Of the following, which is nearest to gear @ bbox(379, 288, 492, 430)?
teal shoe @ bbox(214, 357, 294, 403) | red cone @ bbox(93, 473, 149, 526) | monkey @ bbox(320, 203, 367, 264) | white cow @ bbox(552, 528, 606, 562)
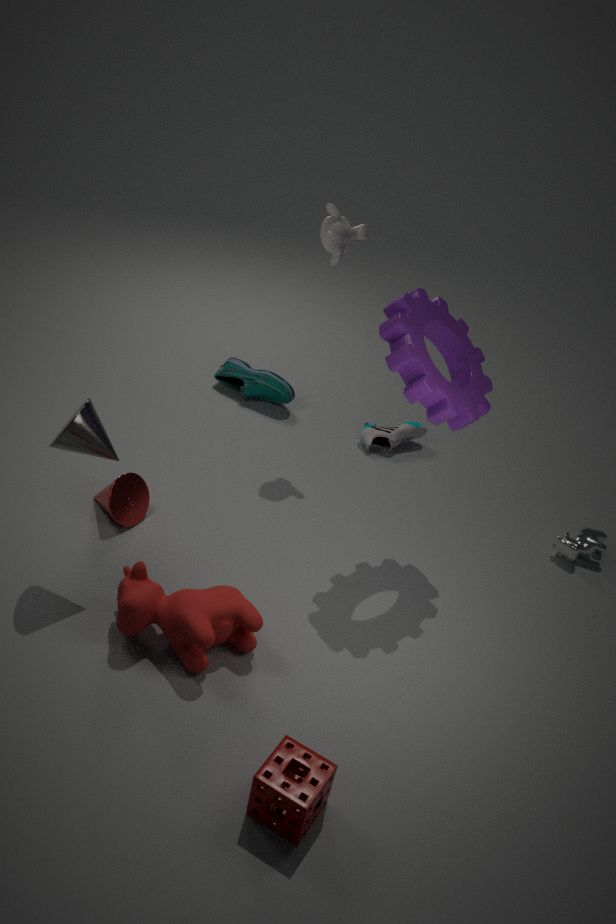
monkey @ bbox(320, 203, 367, 264)
